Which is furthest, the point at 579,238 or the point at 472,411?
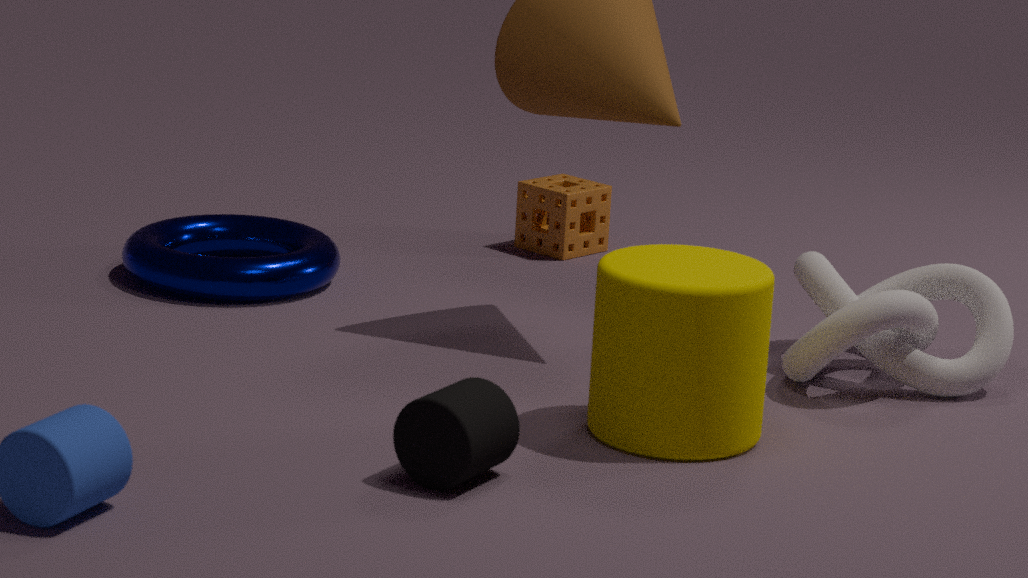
the point at 579,238
